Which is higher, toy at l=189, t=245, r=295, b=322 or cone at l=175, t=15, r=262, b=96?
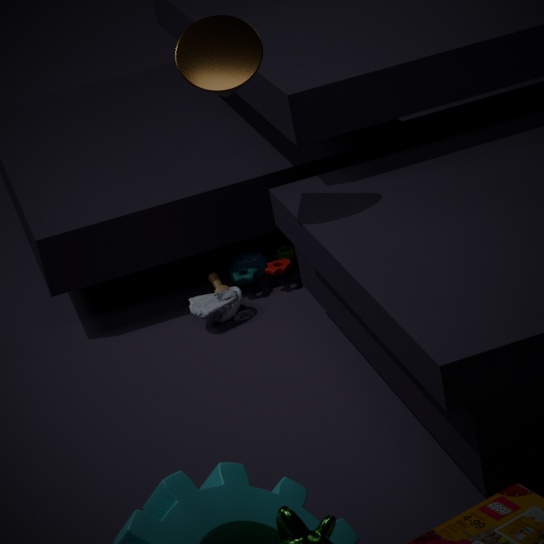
cone at l=175, t=15, r=262, b=96
